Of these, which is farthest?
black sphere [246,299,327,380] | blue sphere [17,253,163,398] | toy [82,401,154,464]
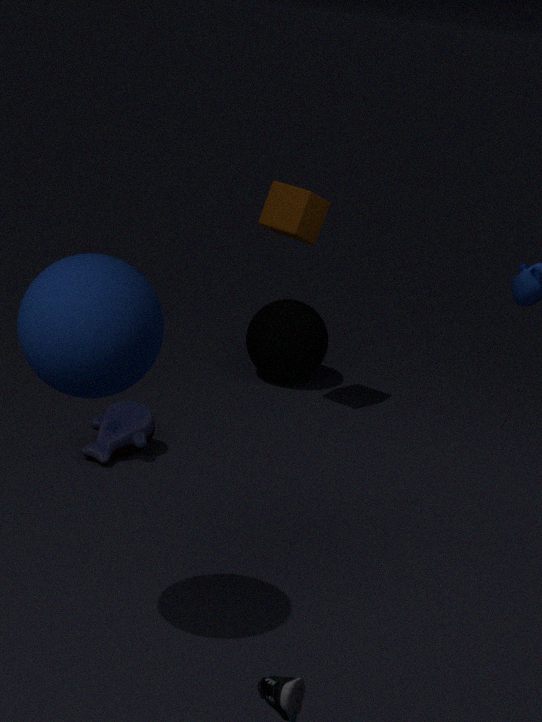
black sphere [246,299,327,380]
